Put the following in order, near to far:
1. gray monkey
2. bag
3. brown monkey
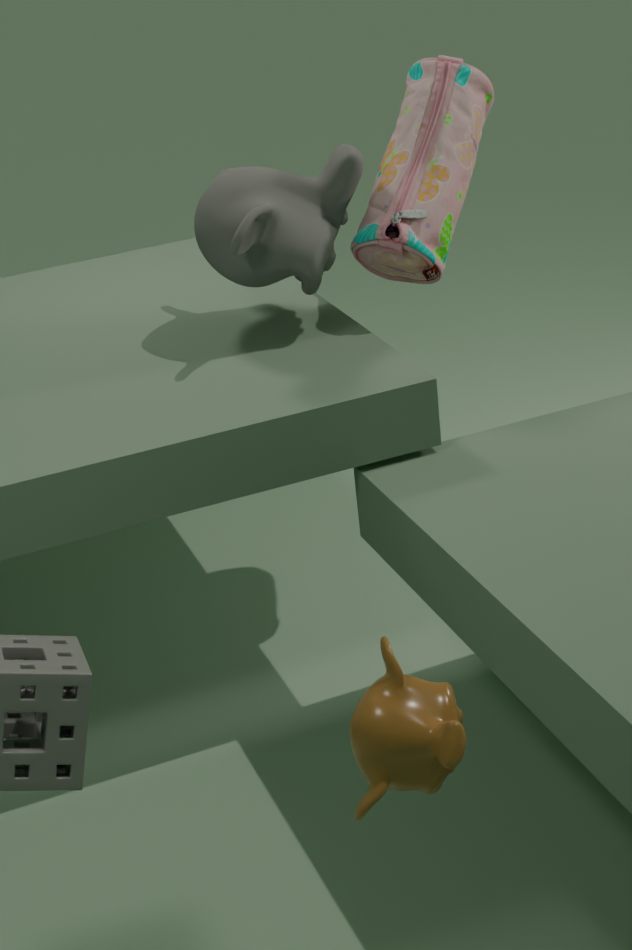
brown monkey, gray monkey, bag
